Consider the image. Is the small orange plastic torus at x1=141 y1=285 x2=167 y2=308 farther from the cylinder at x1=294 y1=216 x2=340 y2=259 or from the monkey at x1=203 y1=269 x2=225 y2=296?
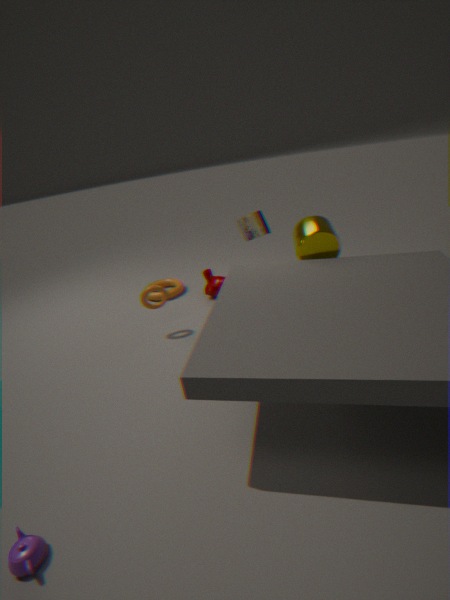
the cylinder at x1=294 y1=216 x2=340 y2=259
